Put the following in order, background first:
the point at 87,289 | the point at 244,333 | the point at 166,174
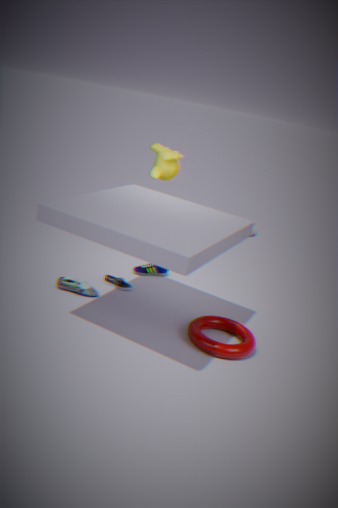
1. the point at 166,174
2. the point at 87,289
3. the point at 244,333
